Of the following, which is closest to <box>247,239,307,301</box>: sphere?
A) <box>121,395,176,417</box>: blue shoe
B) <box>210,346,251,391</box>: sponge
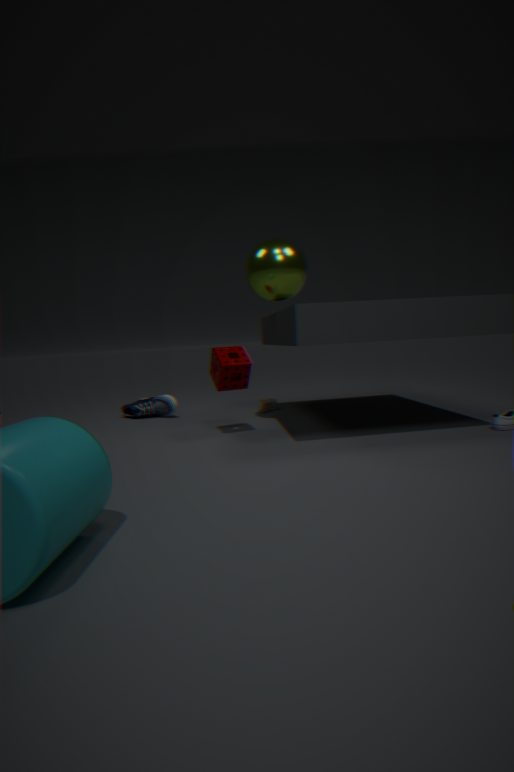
<box>210,346,251,391</box>: sponge
